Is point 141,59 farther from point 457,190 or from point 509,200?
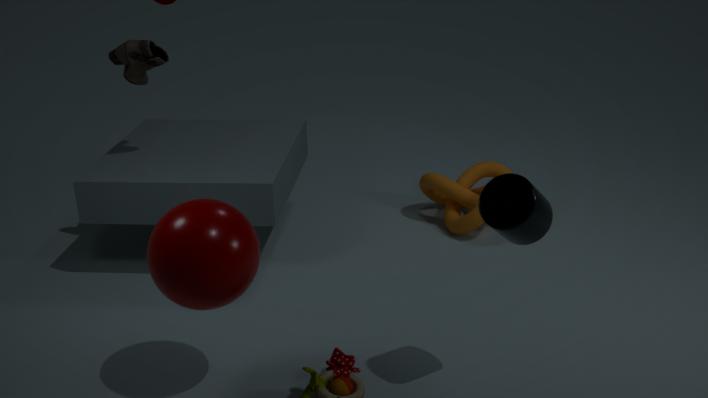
point 509,200
